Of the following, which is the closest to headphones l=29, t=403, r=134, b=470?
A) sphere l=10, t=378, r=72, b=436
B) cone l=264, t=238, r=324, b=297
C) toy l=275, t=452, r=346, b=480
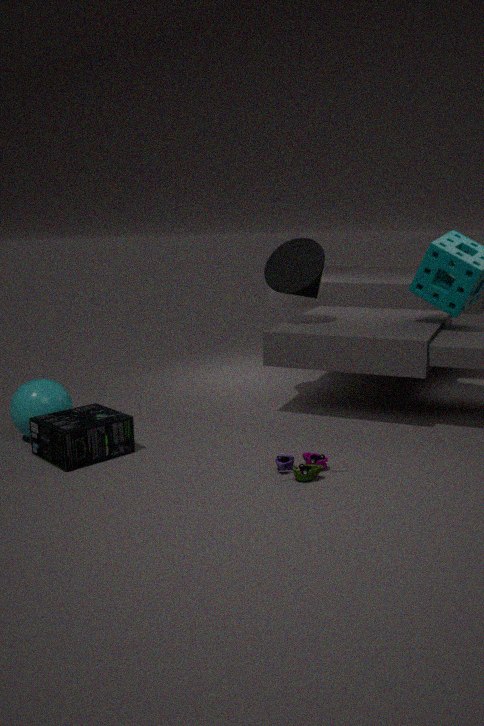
sphere l=10, t=378, r=72, b=436
